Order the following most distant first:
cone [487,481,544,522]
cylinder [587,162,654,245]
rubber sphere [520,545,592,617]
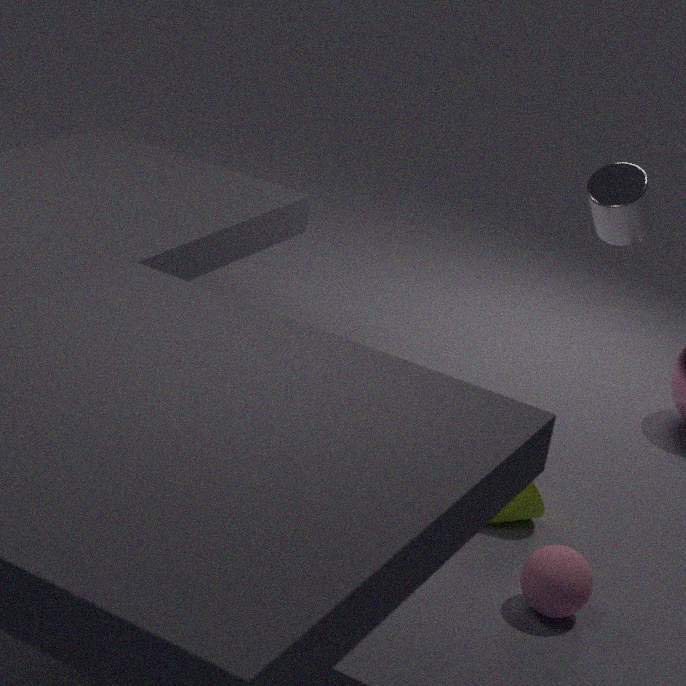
cylinder [587,162,654,245] < cone [487,481,544,522] < rubber sphere [520,545,592,617]
